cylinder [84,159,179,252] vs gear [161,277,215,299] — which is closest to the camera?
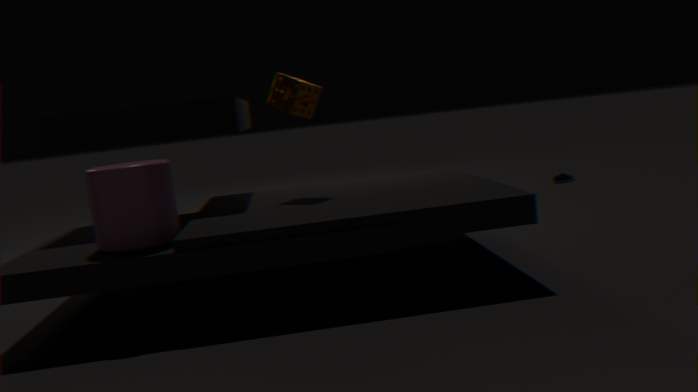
cylinder [84,159,179,252]
